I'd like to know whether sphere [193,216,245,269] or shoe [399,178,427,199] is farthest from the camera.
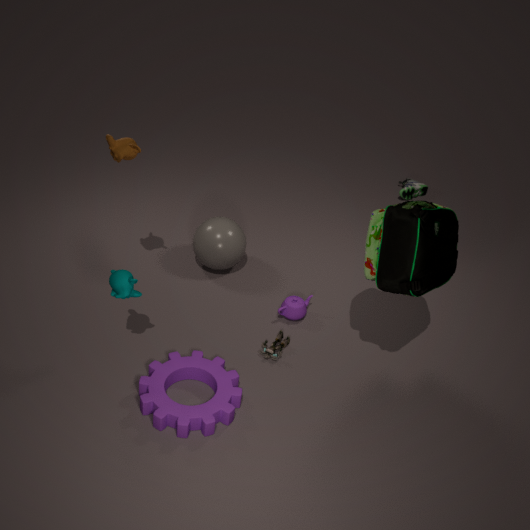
shoe [399,178,427,199]
